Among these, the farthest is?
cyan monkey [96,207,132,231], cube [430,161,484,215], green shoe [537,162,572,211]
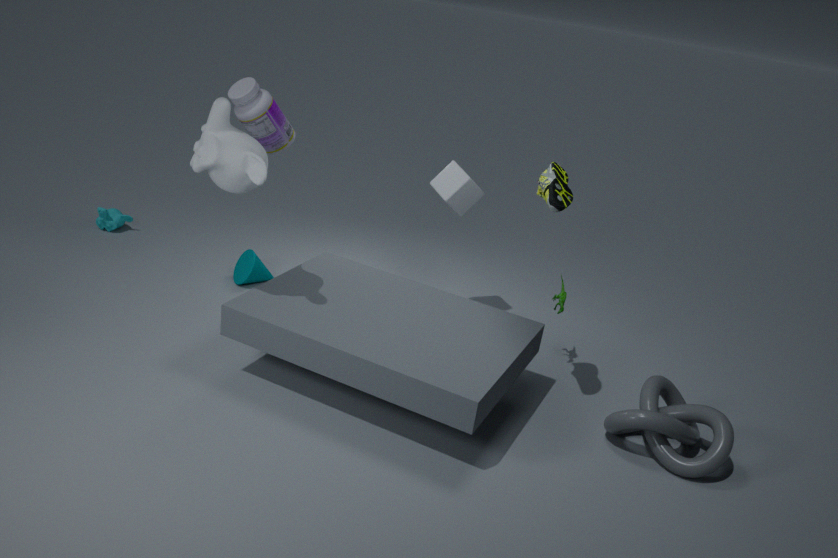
cyan monkey [96,207,132,231]
